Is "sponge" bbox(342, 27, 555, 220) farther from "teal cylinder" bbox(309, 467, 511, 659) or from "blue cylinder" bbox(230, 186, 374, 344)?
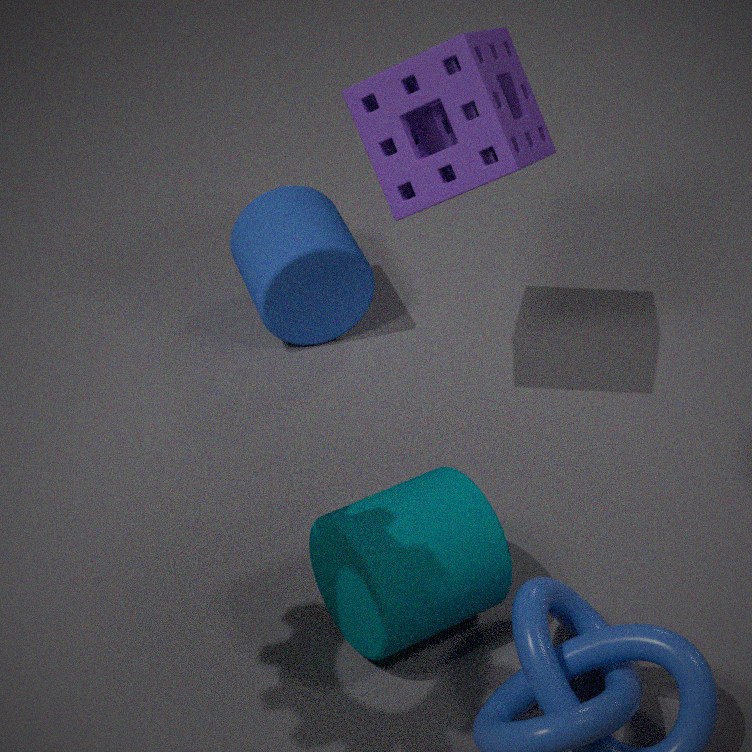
"teal cylinder" bbox(309, 467, 511, 659)
